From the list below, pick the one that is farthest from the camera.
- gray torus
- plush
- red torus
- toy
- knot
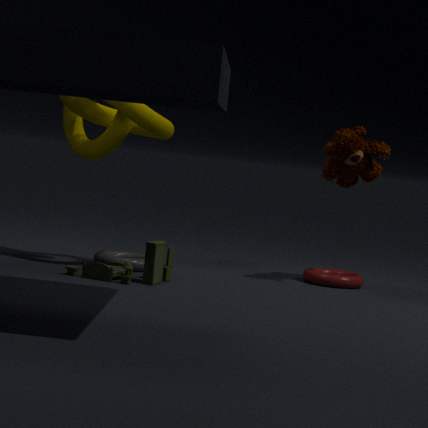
red torus
